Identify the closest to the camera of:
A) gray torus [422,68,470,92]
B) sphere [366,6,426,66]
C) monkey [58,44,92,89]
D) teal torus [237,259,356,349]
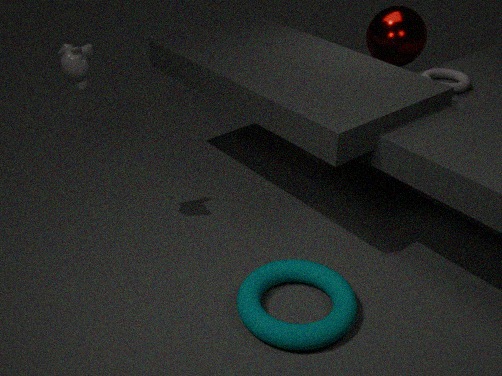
teal torus [237,259,356,349]
